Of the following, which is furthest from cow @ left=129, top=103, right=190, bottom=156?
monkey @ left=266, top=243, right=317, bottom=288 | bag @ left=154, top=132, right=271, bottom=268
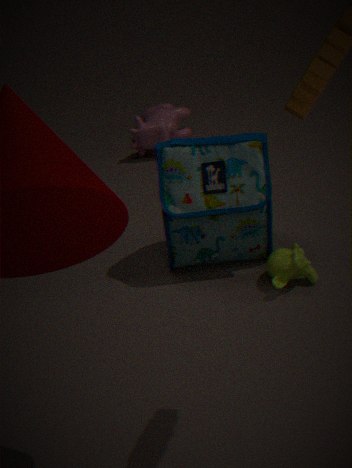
monkey @ left=266, top=243, right=317, bottom=288
